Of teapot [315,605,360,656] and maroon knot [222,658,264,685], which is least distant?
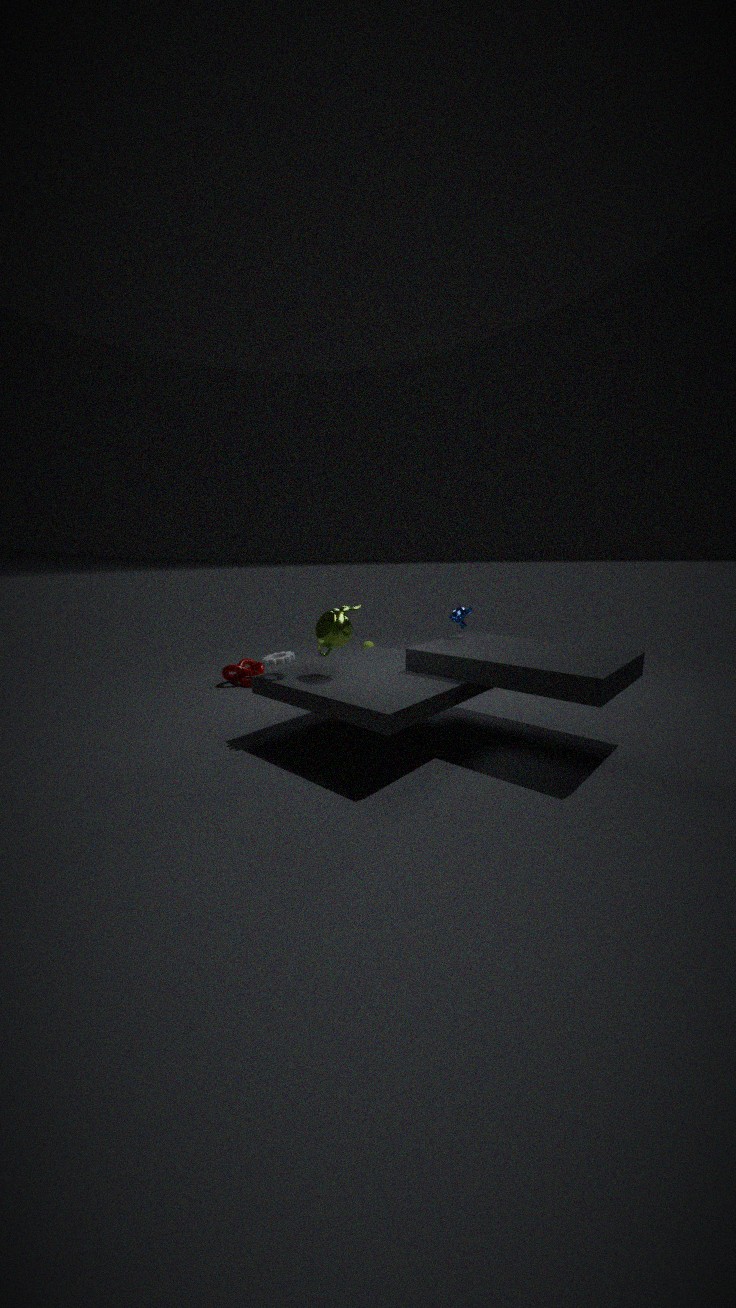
teapot [315,605,360,656]
